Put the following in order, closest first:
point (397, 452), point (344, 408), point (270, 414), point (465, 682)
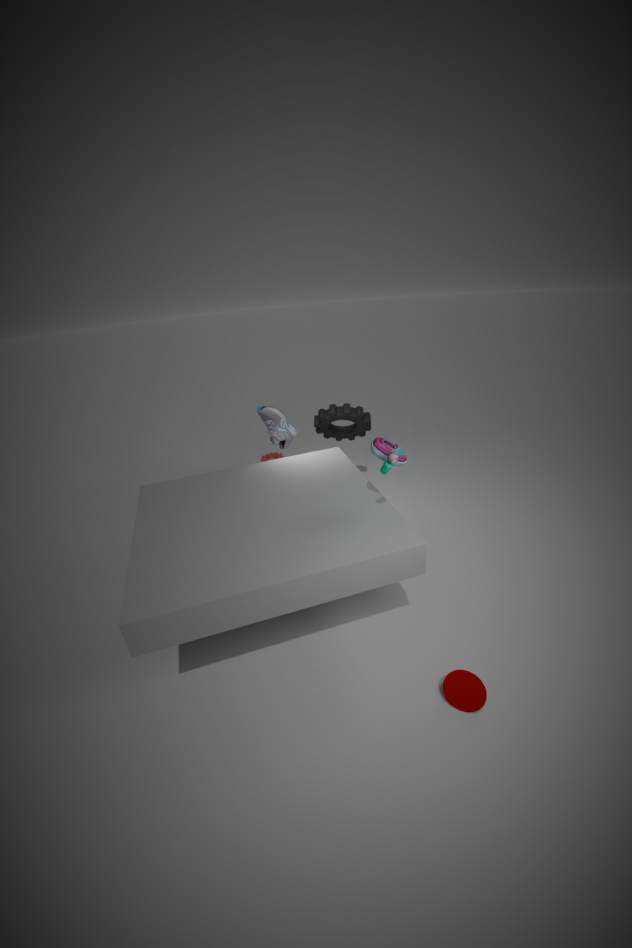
point (465, 682), point (397, 452), point (344, 408), point (270, 414)
